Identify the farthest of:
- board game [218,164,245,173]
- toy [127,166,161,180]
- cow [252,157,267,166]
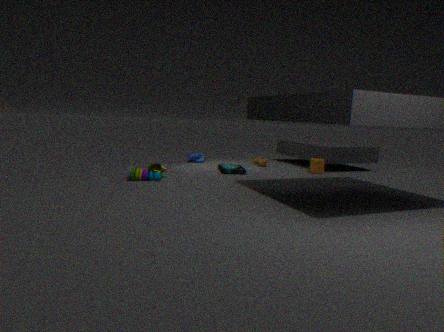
cow [252,157,267,166]
